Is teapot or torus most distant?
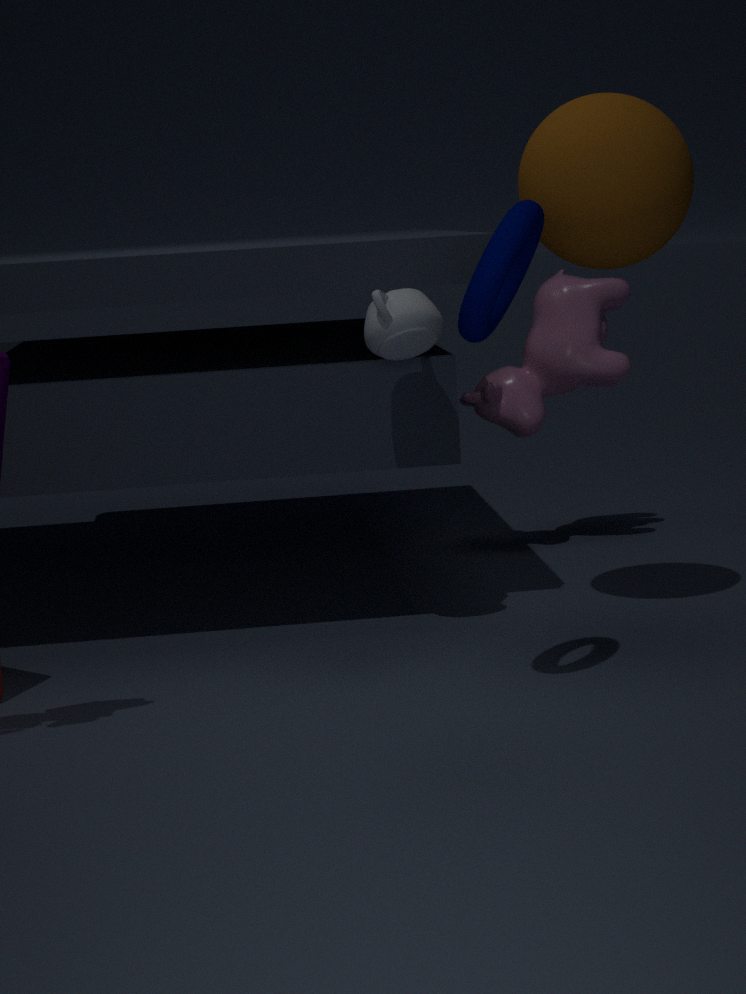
teapot
